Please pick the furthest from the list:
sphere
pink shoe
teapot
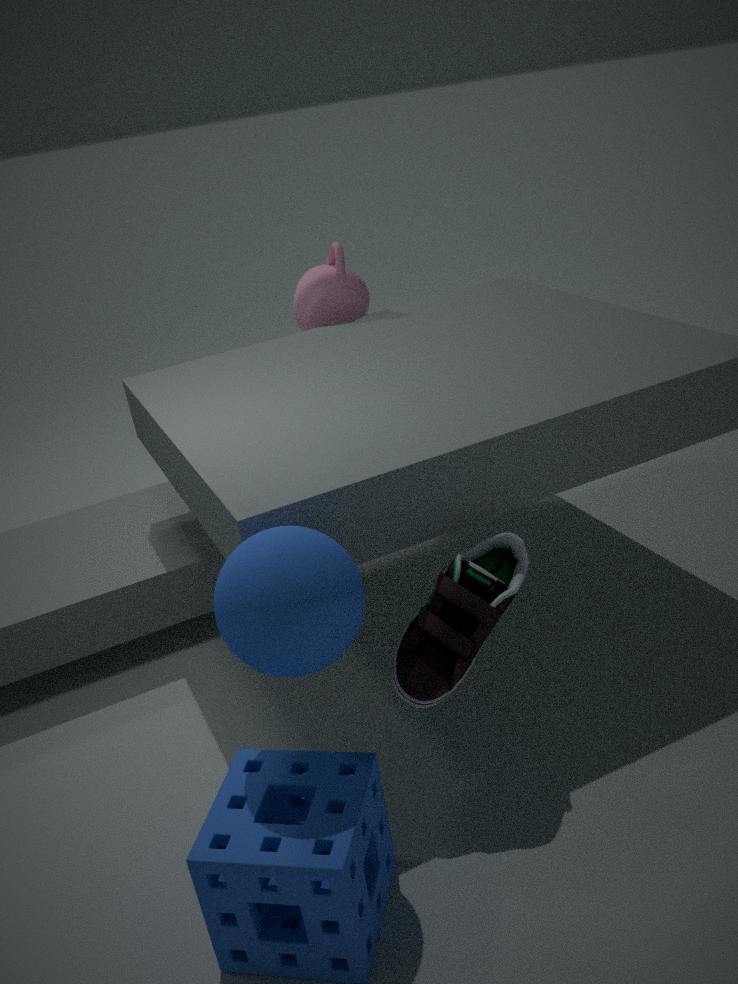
teapot
